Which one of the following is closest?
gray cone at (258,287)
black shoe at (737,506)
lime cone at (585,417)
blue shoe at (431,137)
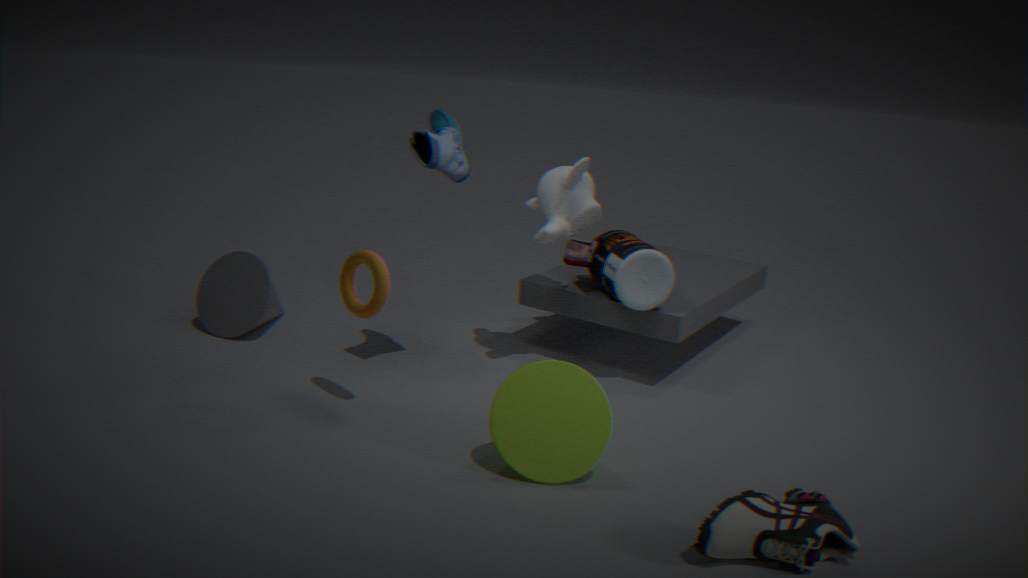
black shoe at (737,506)
